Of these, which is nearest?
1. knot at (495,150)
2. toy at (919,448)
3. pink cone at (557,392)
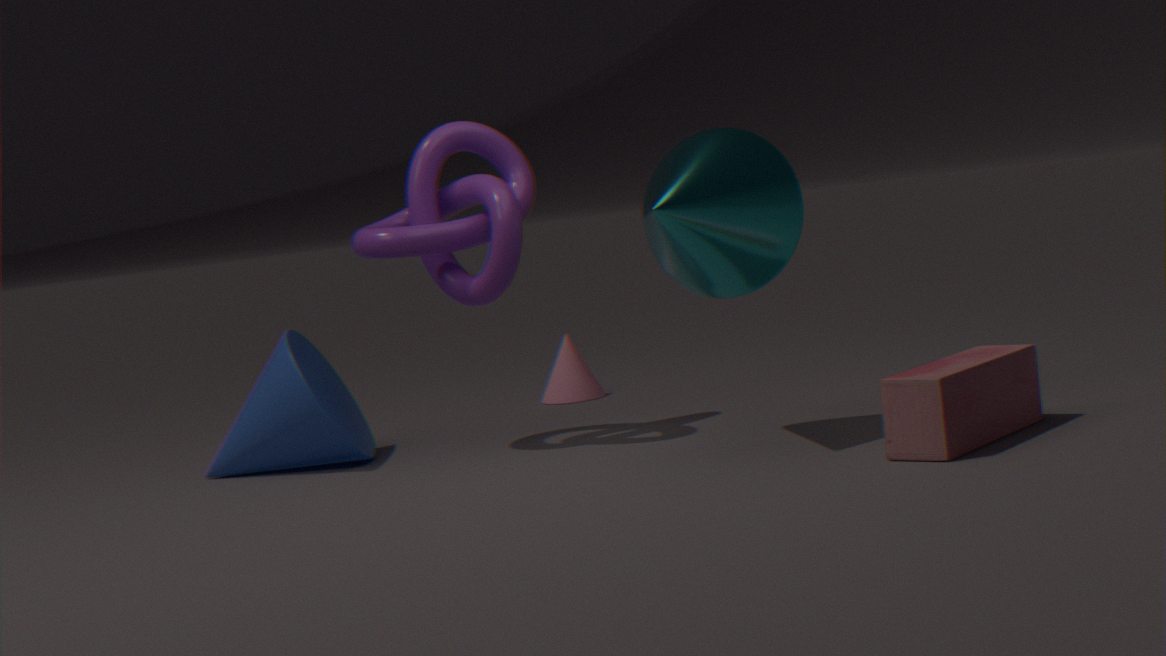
toy at (919,448)
